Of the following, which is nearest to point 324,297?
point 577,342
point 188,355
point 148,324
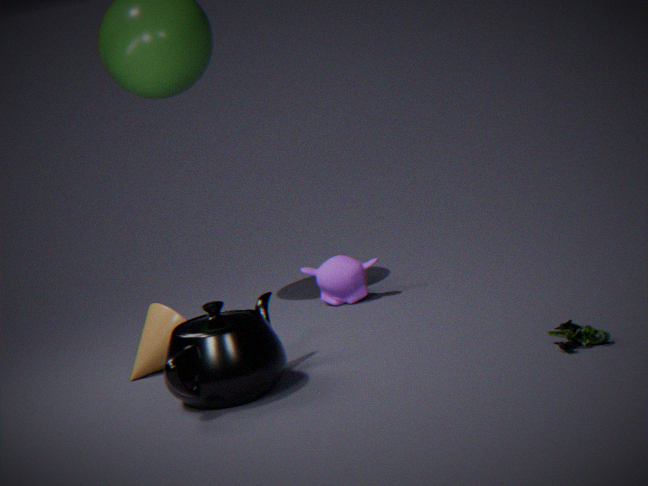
point 148,324
